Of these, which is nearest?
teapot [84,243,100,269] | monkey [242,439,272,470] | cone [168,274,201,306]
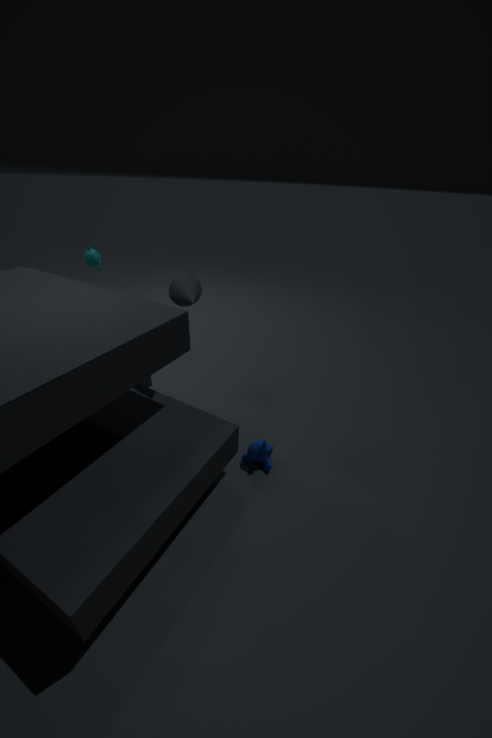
cone [168,274,201,306]
